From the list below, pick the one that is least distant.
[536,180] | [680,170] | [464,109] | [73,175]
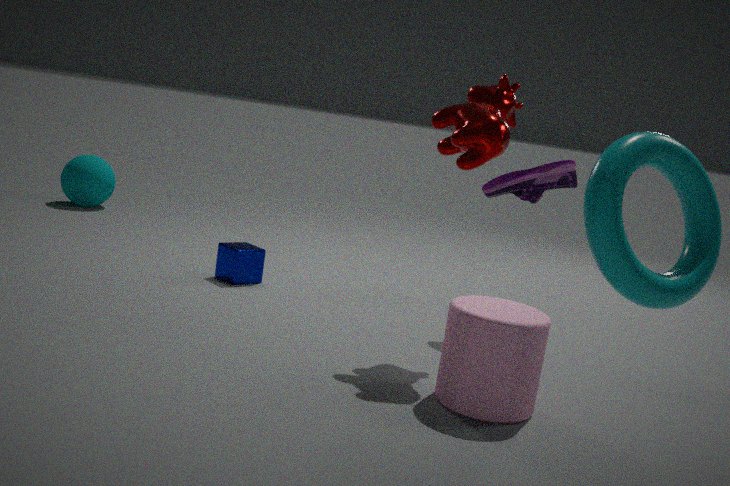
[680,170]
